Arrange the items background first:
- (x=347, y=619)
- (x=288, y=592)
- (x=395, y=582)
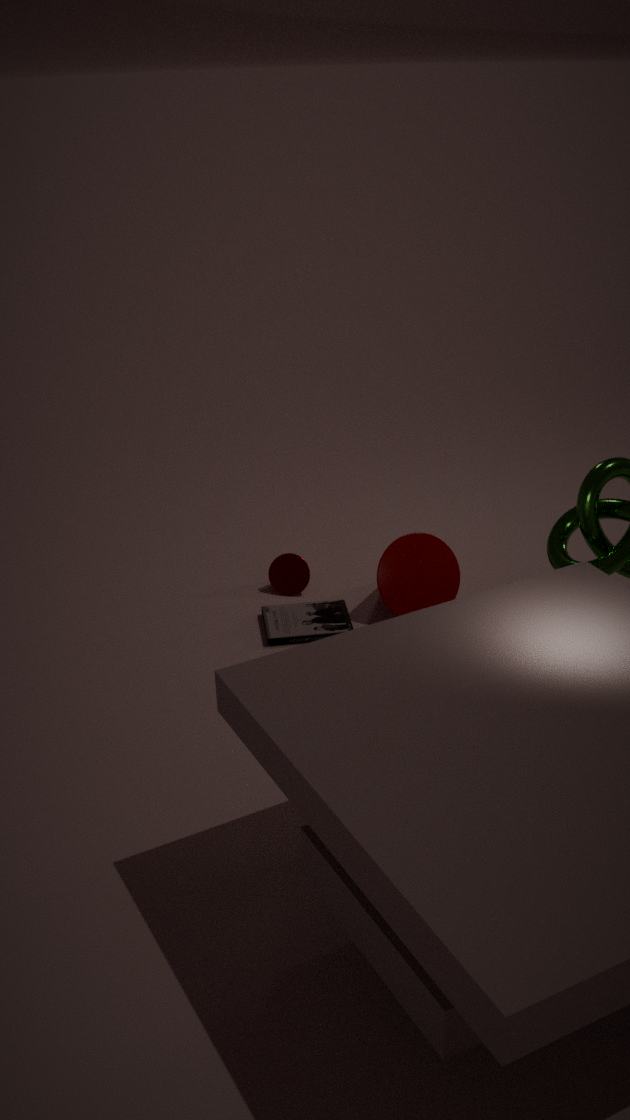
(x=288, y=592) → (x=395, y=582) → (x=347, y=619)
